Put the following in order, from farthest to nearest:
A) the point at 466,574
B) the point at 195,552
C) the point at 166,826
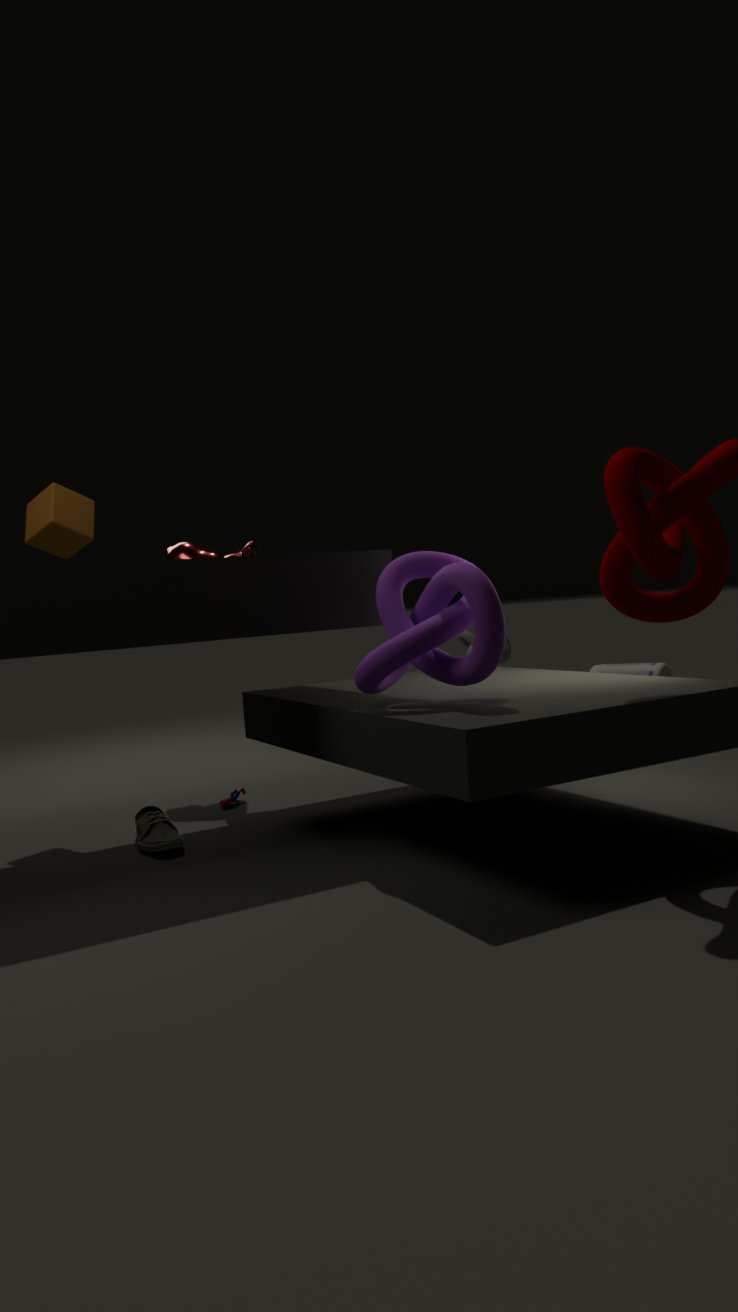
the point at 195,552 → the point at 166,826 → the point at 466,574
